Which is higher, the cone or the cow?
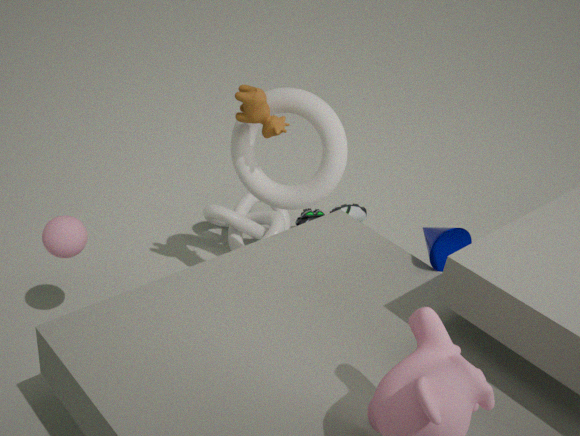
the cow
